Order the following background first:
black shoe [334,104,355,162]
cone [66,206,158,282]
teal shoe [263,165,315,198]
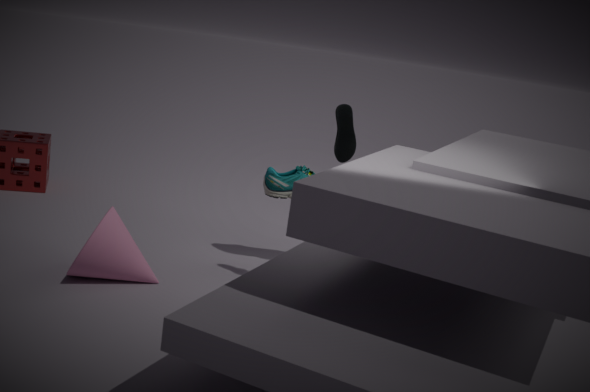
teal shoe [263,165,315,198]
black shoe [334,104,355,162]
cone [66,206,158,282]
